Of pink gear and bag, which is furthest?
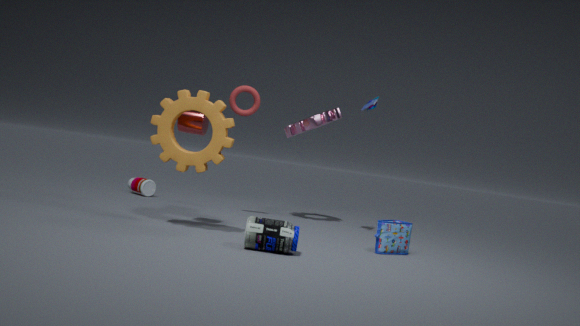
pink gear
